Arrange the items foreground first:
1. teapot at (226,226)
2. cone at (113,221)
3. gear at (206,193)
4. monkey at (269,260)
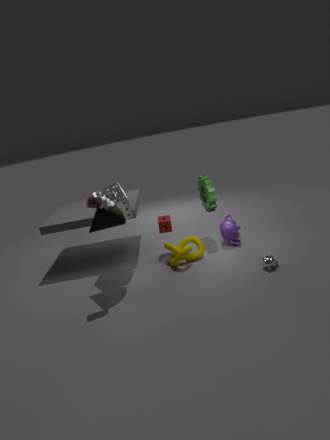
monkey at (269,260) → cone at (113,221) → teapot at (226,226) → gear at (206,193)
